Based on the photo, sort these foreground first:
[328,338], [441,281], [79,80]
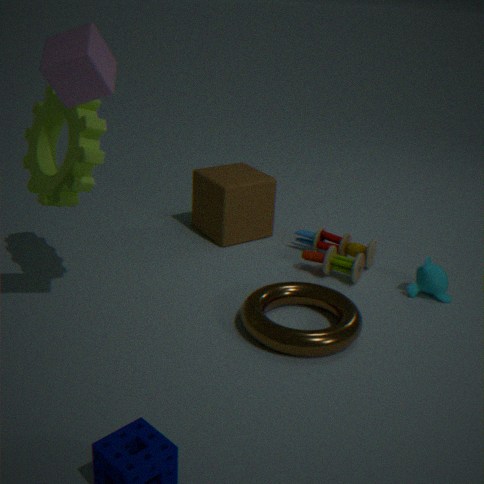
[79,80] → [328,338] → [441,281]
